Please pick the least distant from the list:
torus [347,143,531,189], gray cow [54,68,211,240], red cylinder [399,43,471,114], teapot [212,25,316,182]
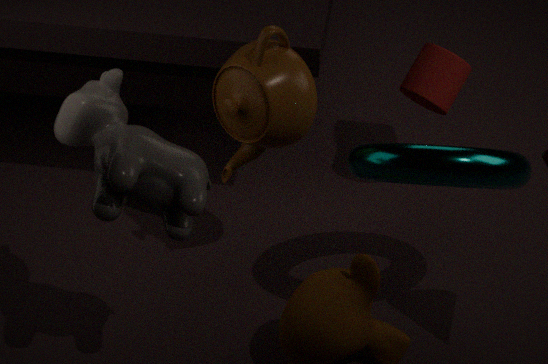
gray cow [54,68,211,240]
